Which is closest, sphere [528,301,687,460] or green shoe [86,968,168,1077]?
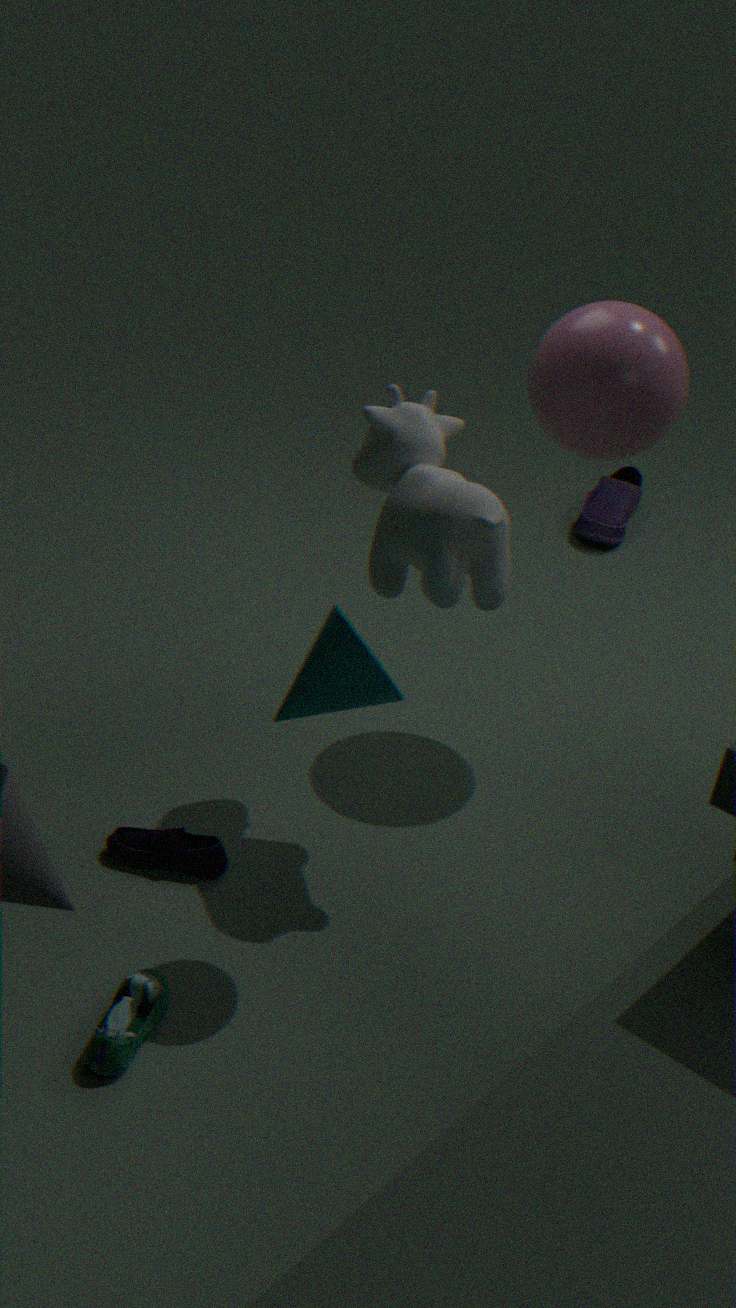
green shoe [86,968,168,1077]
